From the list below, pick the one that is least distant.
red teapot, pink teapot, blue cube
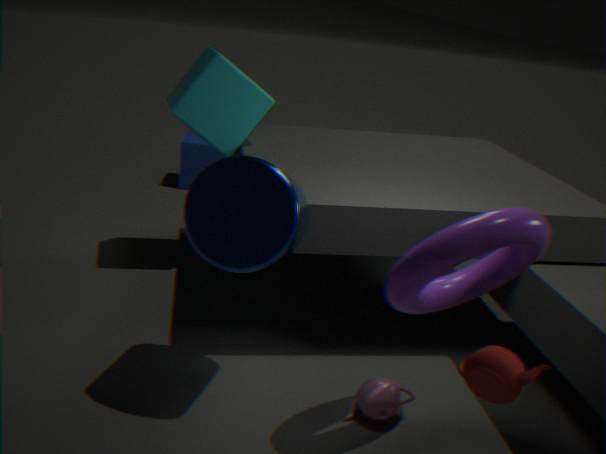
red teapot
